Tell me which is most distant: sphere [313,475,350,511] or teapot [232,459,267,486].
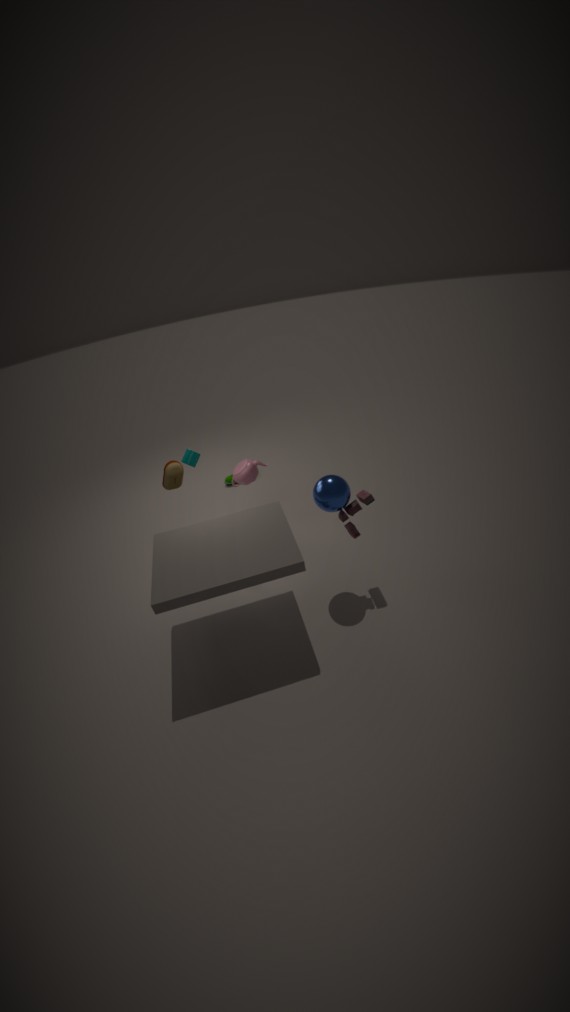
teapot [232,459,267,486]
